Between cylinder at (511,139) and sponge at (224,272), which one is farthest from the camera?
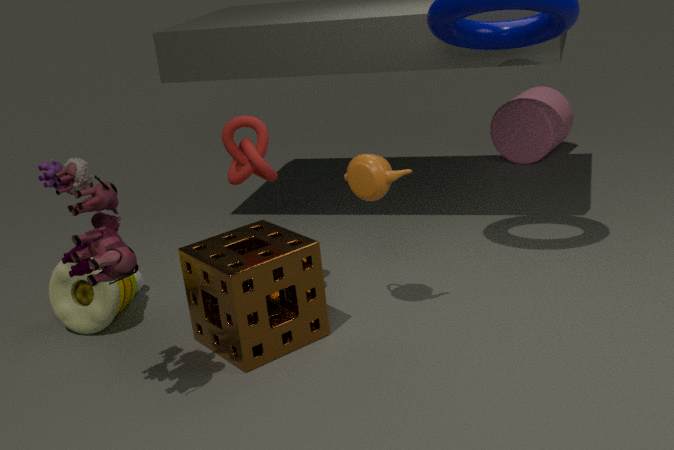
cylinder at (511,139)
